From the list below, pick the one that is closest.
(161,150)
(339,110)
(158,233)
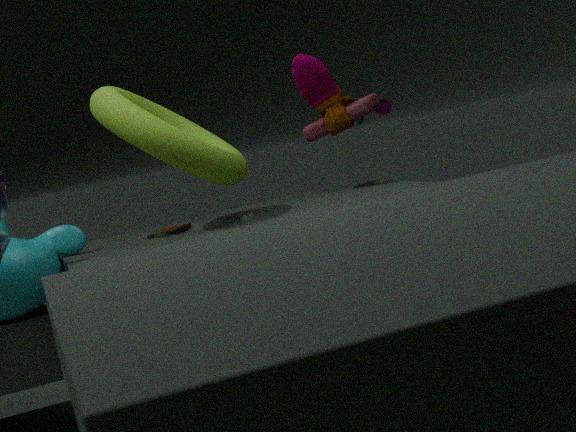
(161,150)
